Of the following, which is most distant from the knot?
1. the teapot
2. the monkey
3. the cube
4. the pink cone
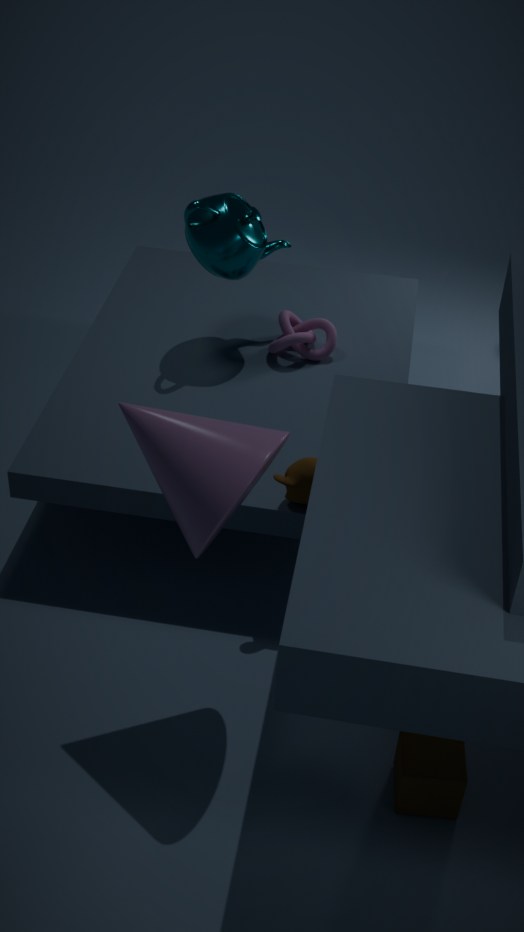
the cube
